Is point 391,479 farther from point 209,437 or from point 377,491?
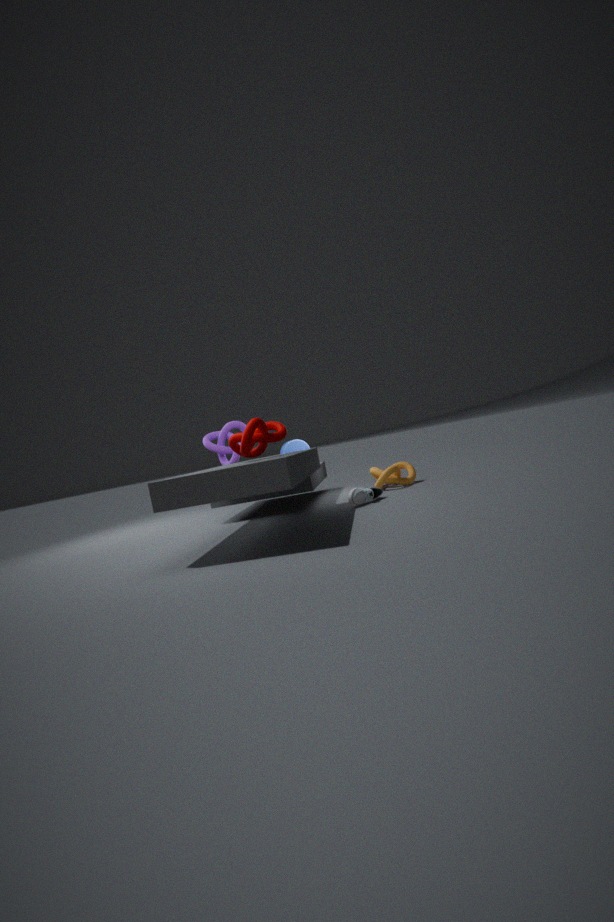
point 209,437
